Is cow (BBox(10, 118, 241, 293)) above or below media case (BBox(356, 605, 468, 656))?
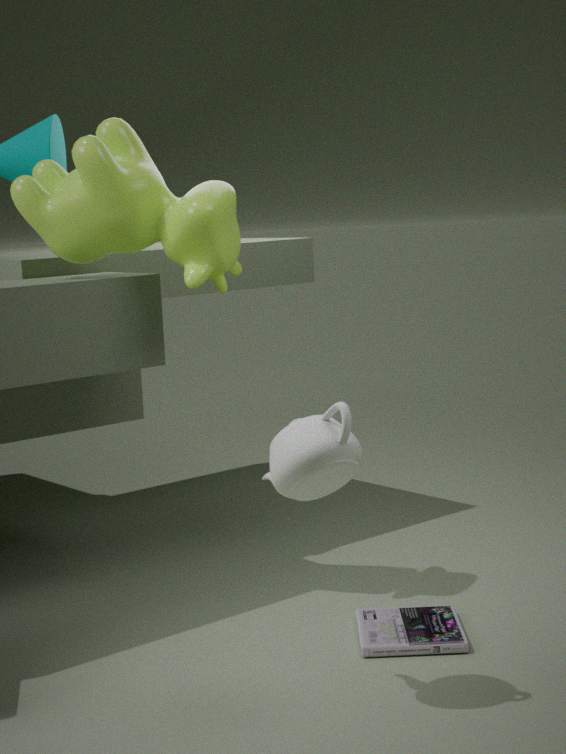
above
